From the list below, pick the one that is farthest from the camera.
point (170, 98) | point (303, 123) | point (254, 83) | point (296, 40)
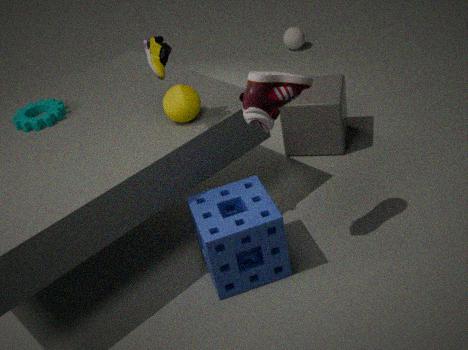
point (296, 40)
